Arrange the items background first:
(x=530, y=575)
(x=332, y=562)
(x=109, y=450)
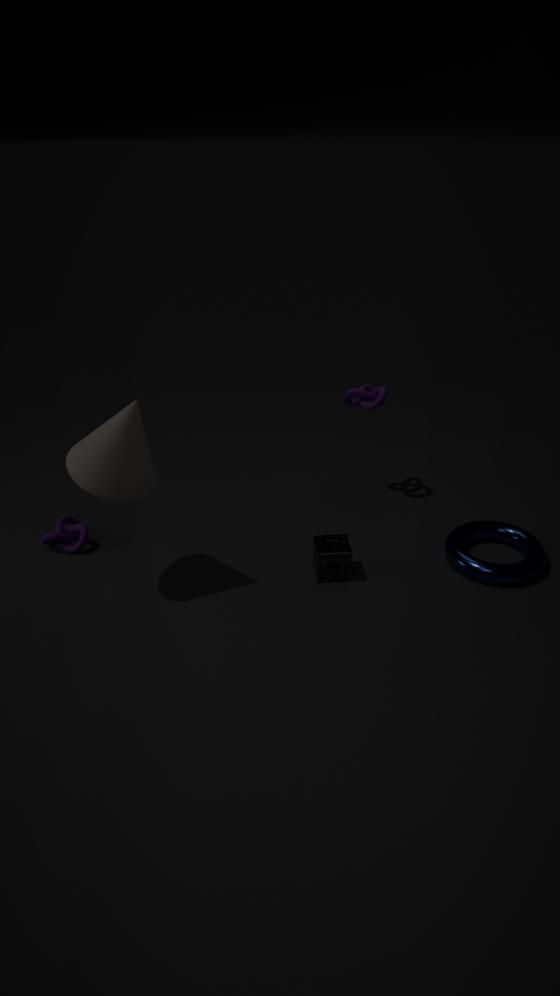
(x=530, y=575) < (x=332, y=562) < (x=109, y=450)
